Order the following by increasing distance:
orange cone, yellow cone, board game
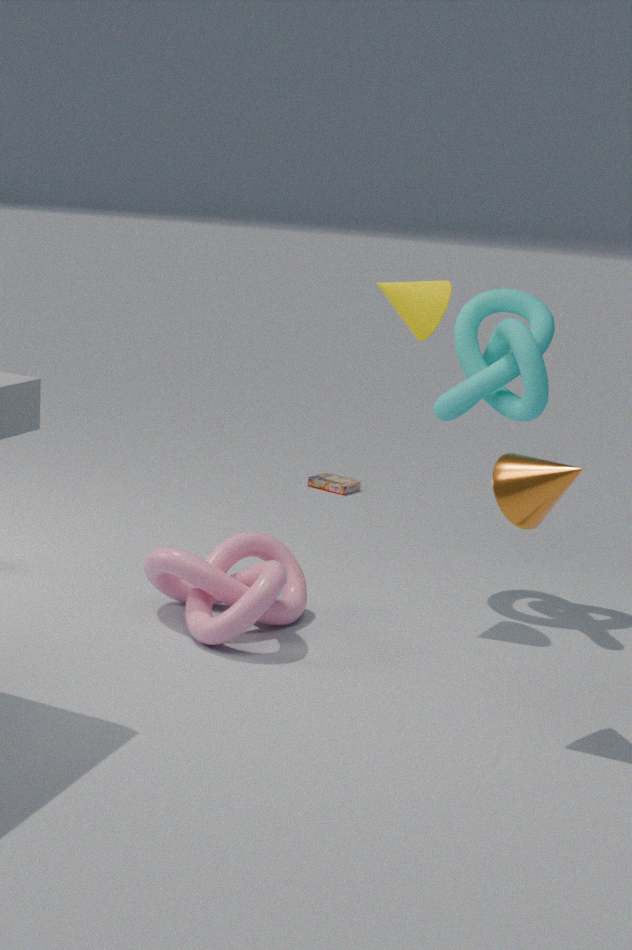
1. orange cone
2. yellow cone
3. board game
